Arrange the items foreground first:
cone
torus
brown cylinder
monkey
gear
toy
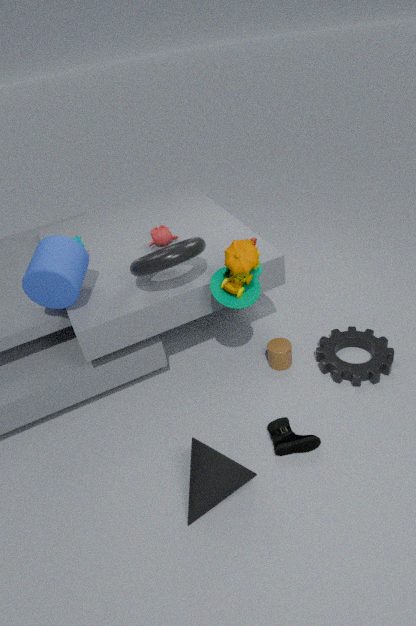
cone → toy → torus → gear → brown cylinder → monkey
